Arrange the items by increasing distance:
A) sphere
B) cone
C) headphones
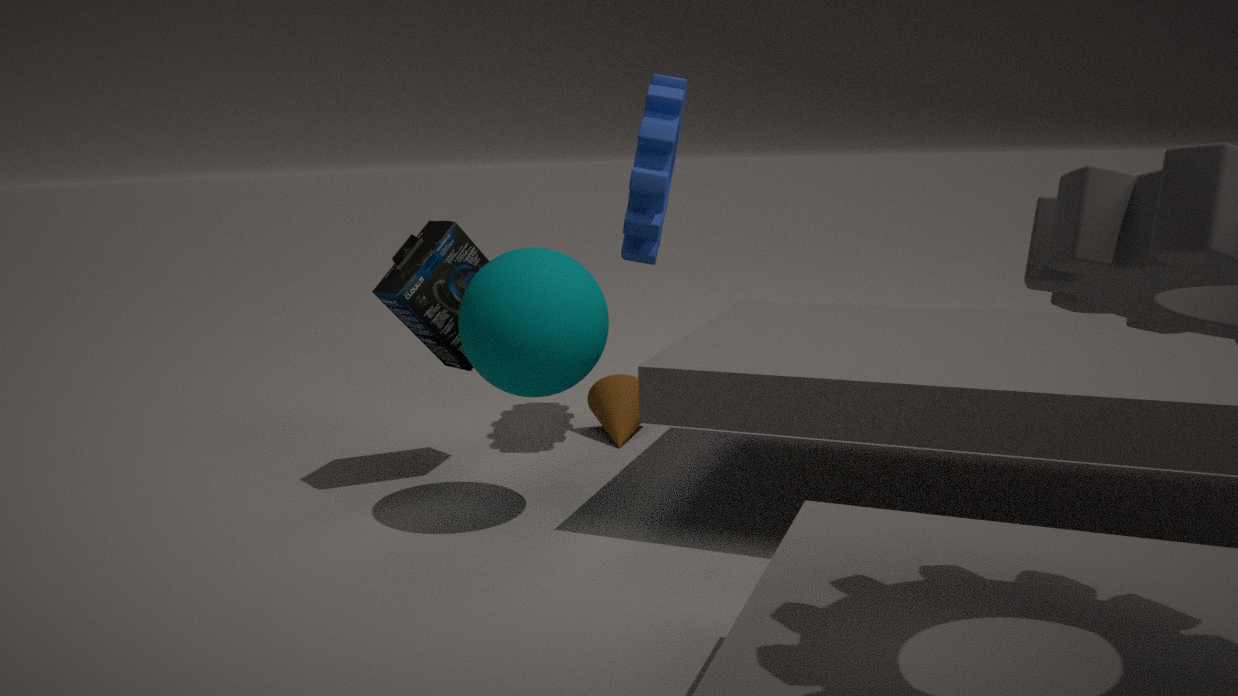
sphere → headphones → cone
